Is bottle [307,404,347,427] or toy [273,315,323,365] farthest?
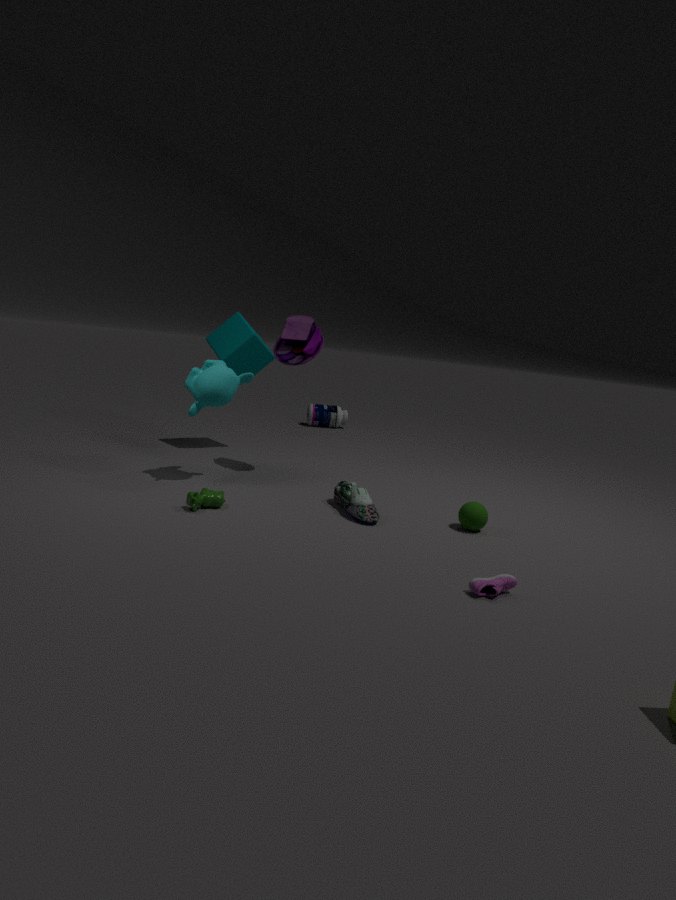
bottle [307,404,347,427]
